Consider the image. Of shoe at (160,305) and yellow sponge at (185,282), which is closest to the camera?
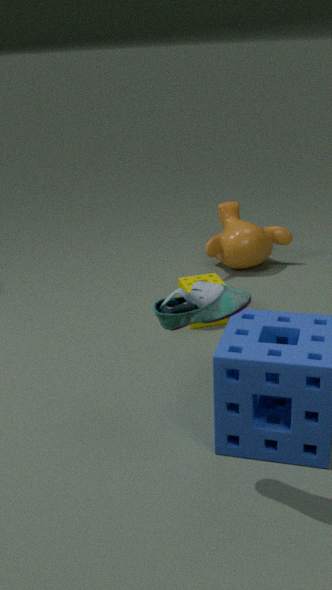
shoe at (160,305)
